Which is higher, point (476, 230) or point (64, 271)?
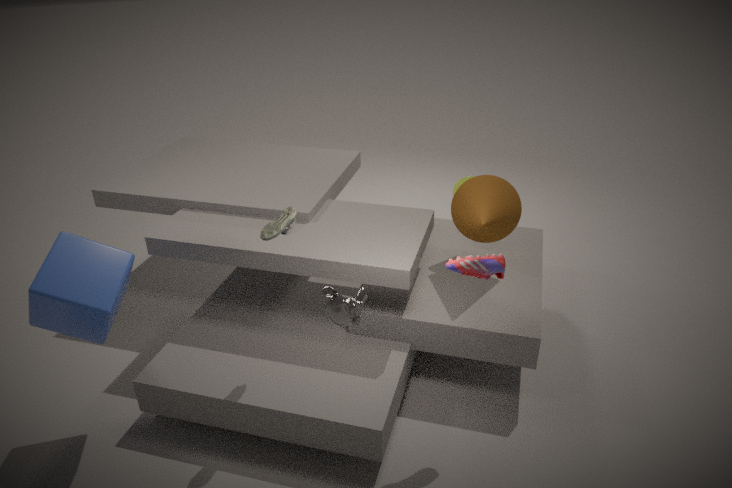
point (476, 230)
